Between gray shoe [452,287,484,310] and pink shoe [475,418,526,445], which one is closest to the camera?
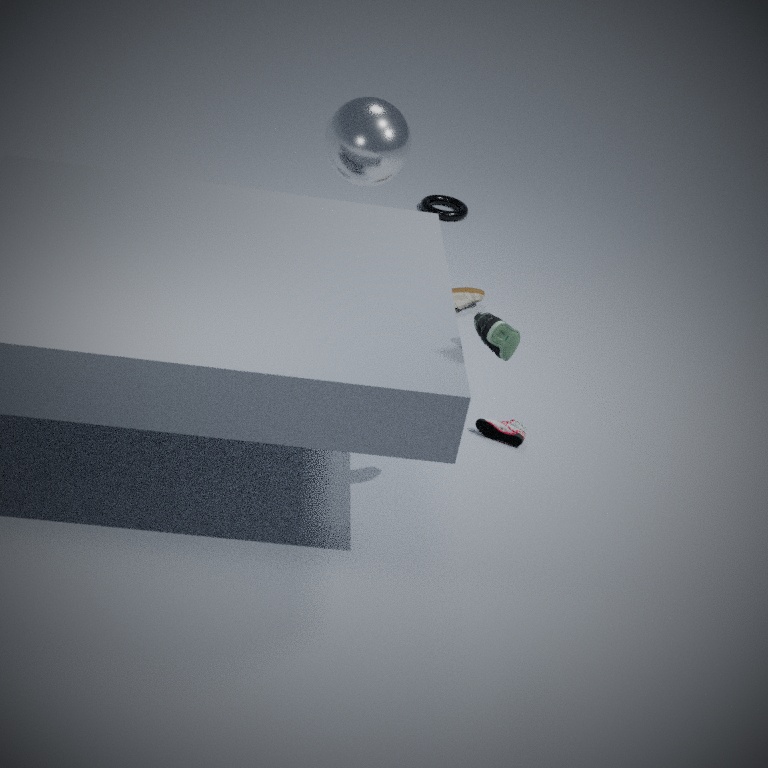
pink shoe [475,418,526,445]
